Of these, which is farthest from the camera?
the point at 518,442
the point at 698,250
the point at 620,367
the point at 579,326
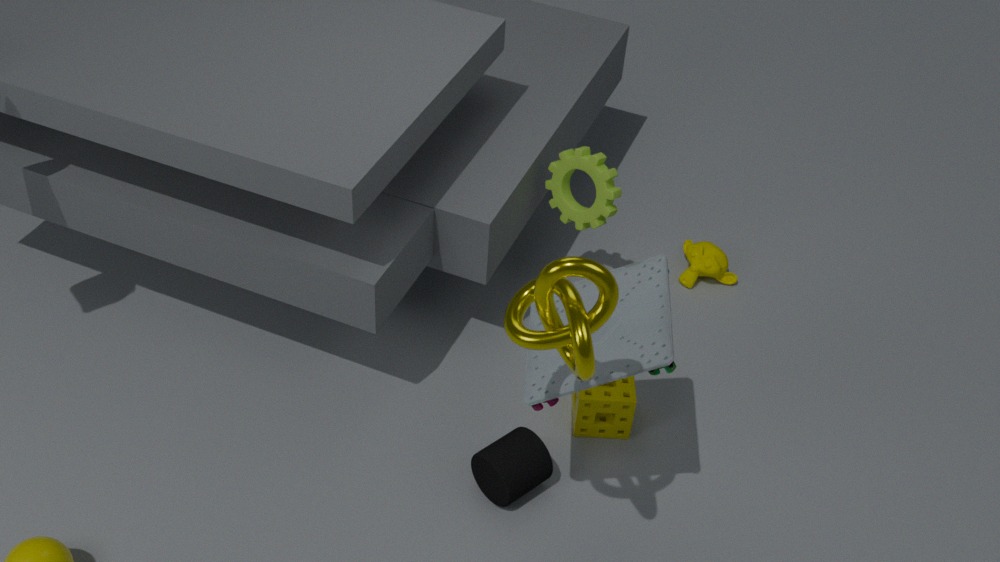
the point at 698,250
